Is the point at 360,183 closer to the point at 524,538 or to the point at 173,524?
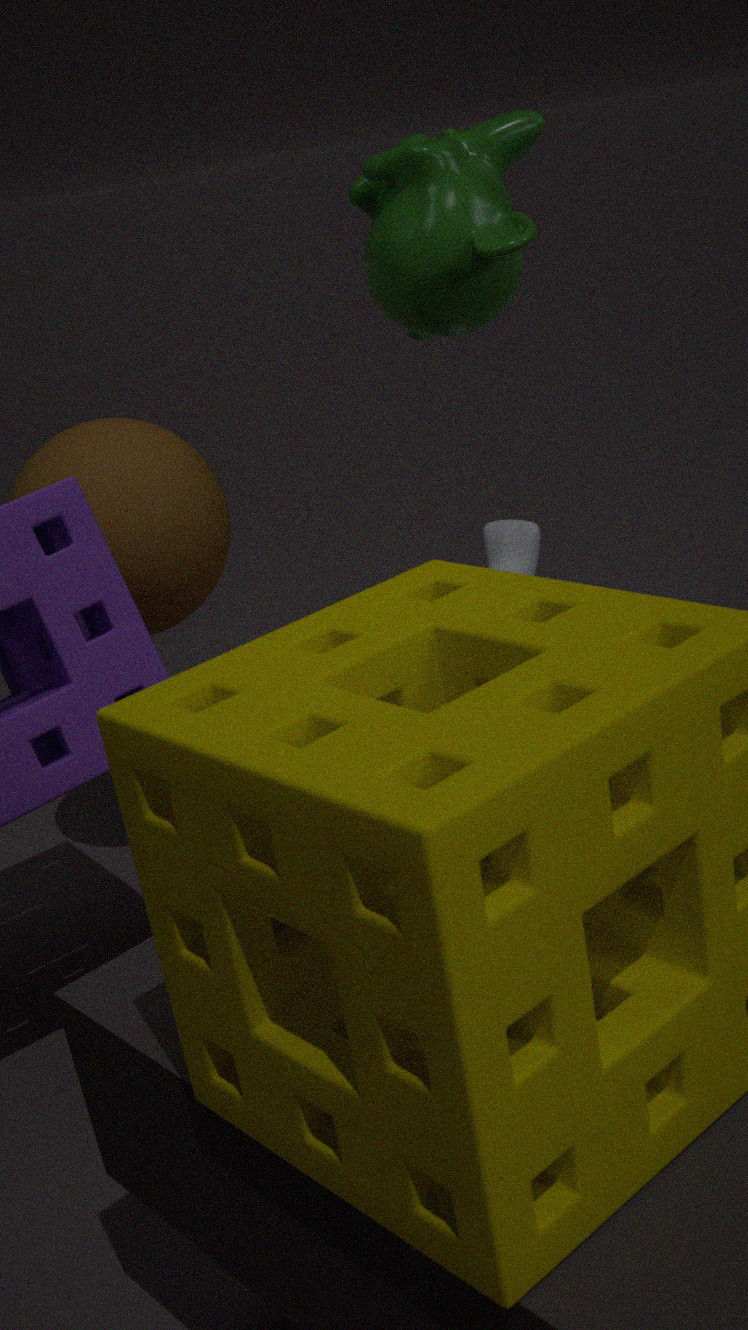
the point at 173,524
